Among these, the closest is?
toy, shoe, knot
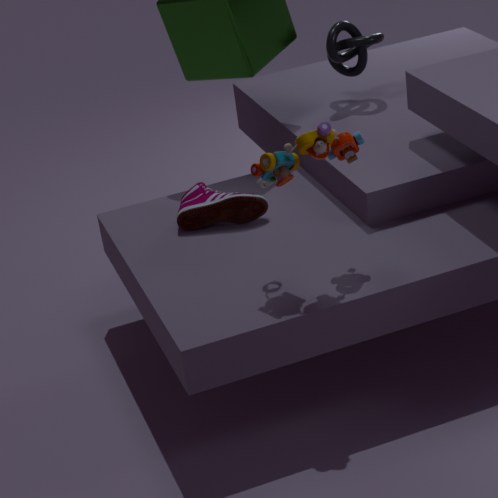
toy
